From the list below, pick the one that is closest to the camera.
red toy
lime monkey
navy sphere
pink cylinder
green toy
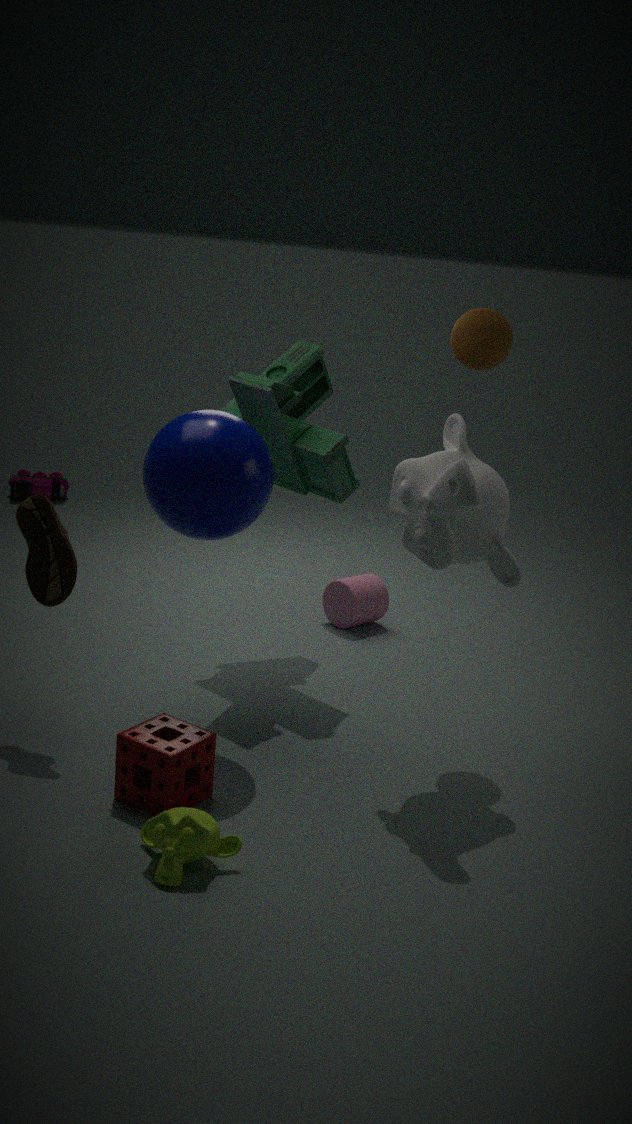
lime monkey
